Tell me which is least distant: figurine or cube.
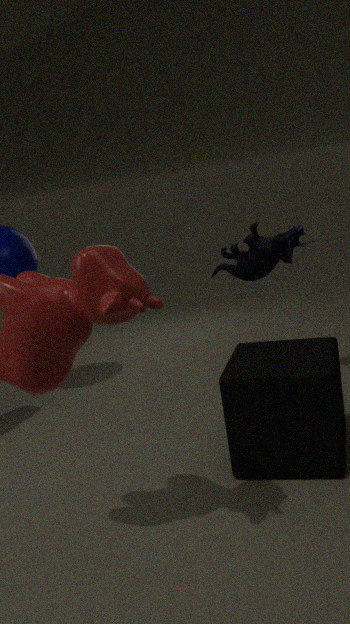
cube
